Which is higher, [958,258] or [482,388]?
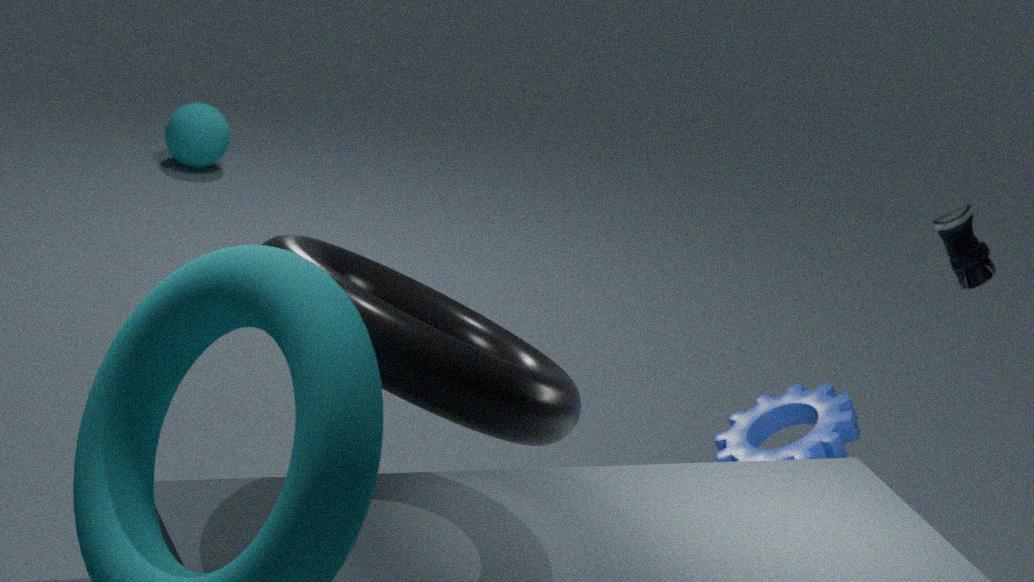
[482,388]
